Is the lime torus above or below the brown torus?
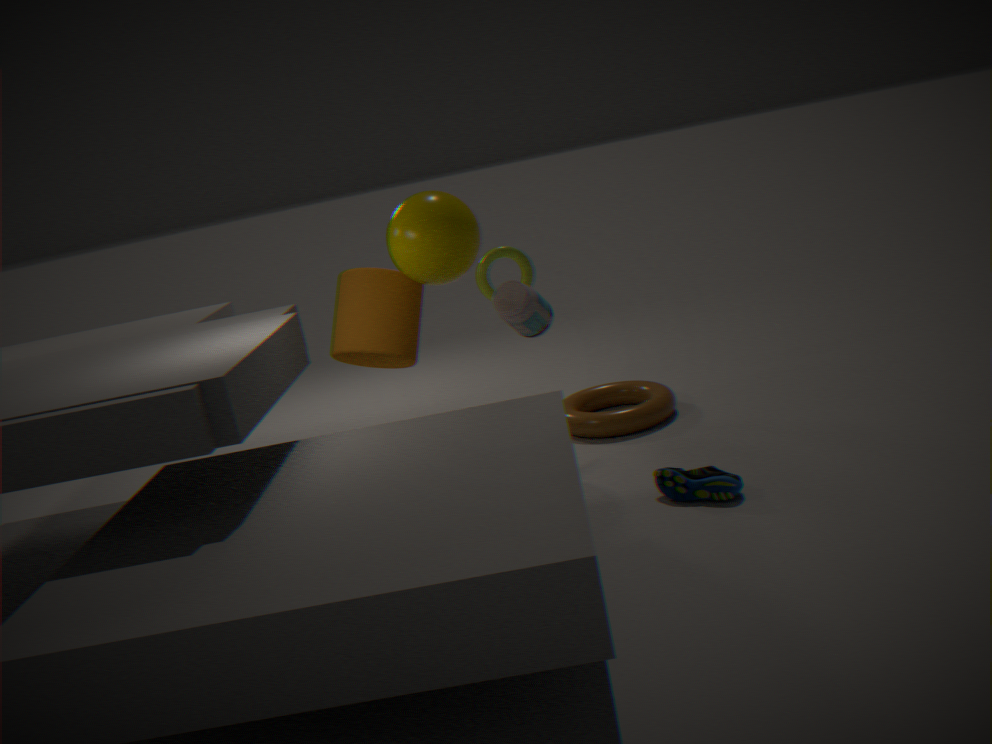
above
